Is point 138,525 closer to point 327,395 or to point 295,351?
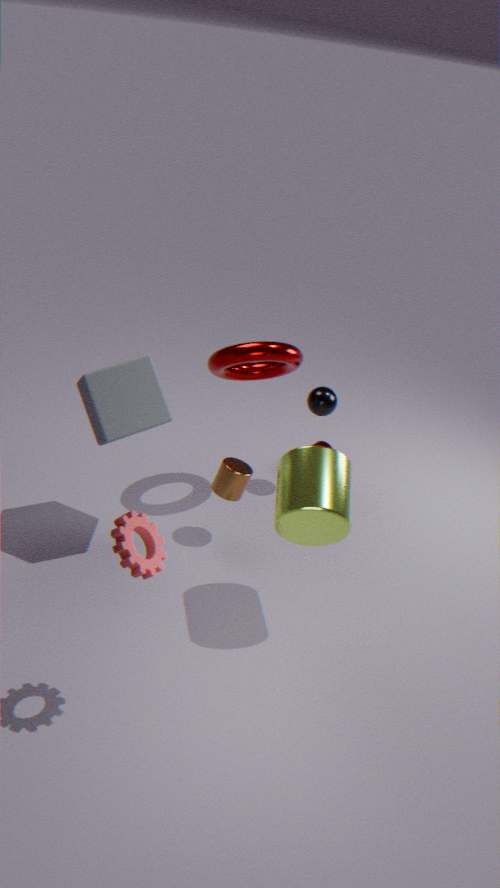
point 295,351
